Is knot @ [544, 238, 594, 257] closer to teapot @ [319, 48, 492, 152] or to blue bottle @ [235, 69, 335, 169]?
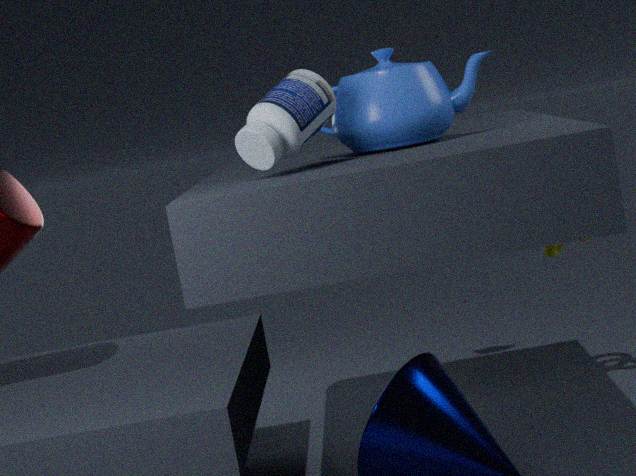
teapot @ [319, 48, 492, 152]
